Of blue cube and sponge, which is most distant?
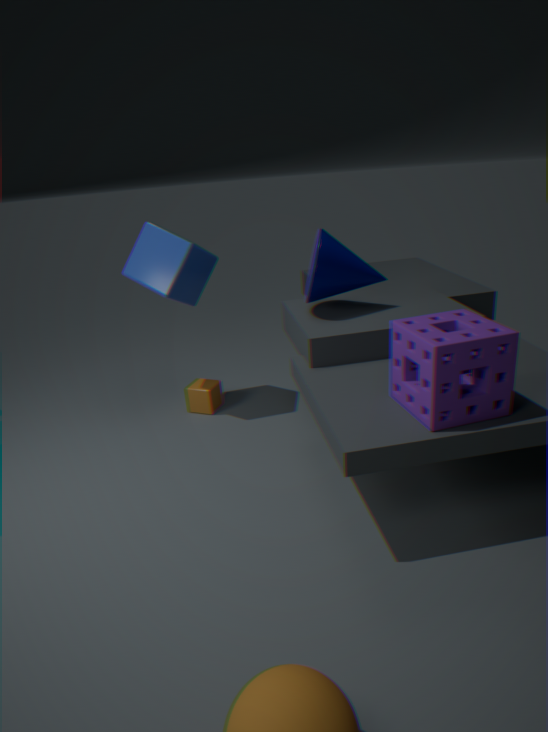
blue cube
